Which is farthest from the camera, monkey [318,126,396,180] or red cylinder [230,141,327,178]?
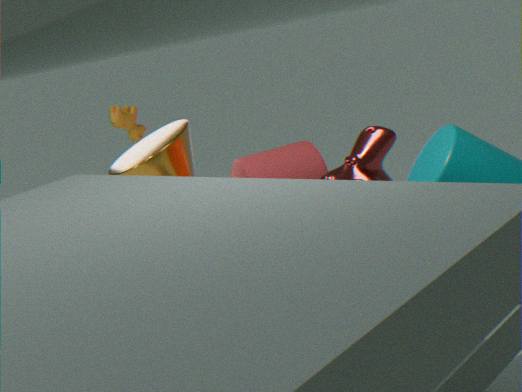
red cylinder [230,141,327,178]
